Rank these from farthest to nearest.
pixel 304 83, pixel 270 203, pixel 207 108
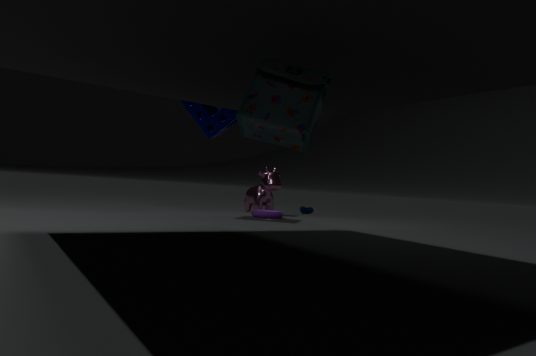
pixel 270 203
pixel 207 108
pixel 304 83
